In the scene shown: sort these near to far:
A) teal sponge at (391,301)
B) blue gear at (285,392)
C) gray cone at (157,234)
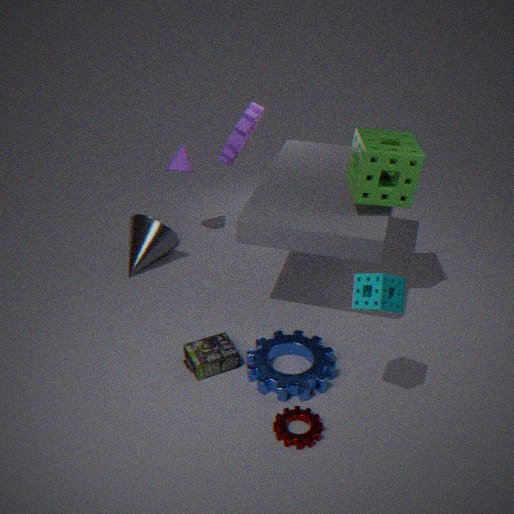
teal sponge at (391,301) < blue gear at (285,392) < gray cone at (157,234)
